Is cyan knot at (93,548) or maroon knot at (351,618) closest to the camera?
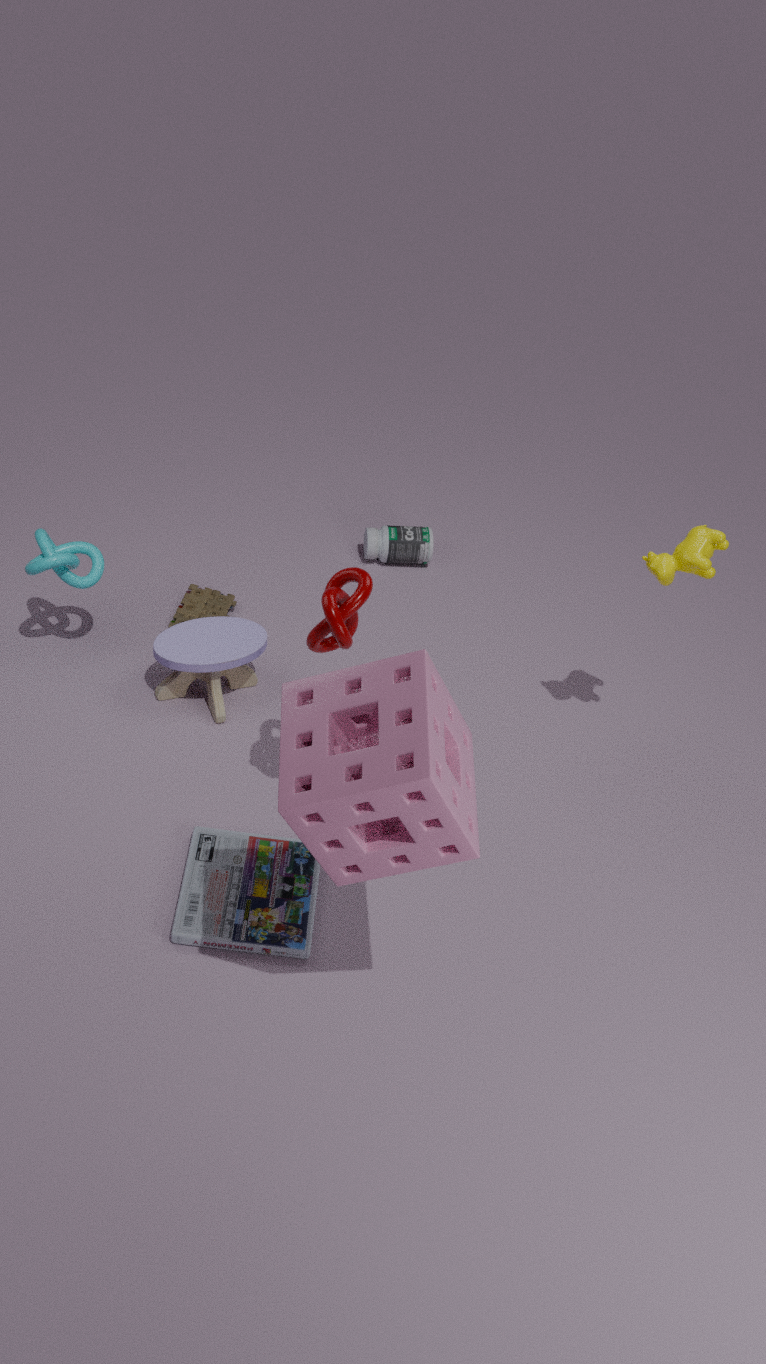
maroon knot at (351,618)
